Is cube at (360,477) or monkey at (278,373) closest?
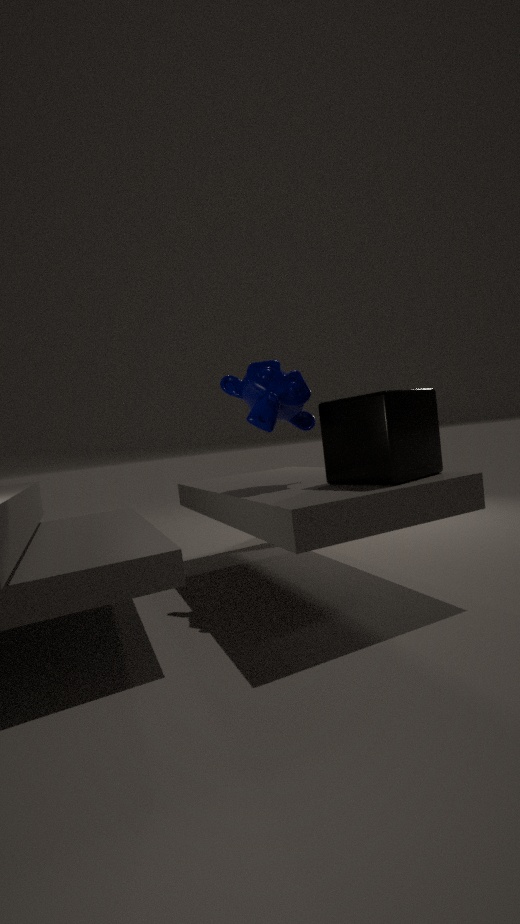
cube at (360,477)
